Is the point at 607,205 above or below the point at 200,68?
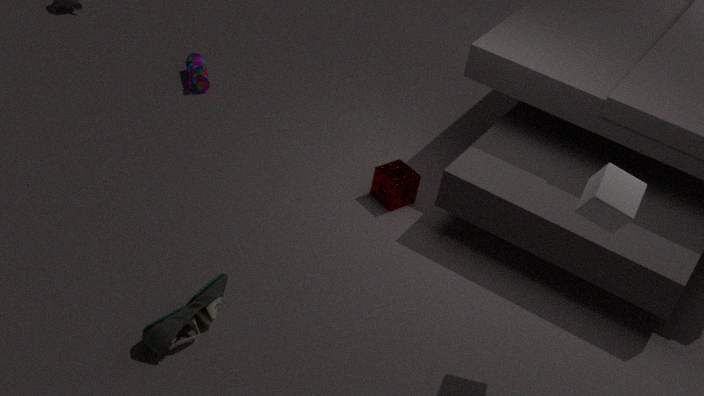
above
